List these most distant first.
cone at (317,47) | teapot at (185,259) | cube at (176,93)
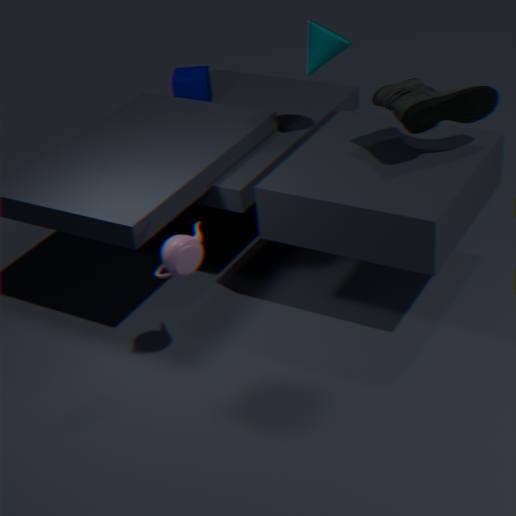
cube at (176,93), cone at (317,47), teapot at (185,259)
